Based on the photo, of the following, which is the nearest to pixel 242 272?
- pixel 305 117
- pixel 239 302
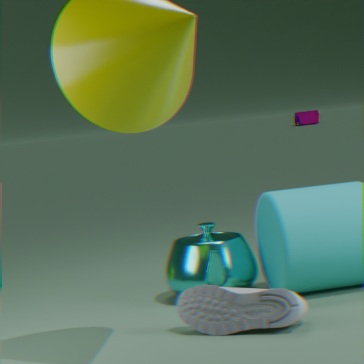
pixel 239 302
